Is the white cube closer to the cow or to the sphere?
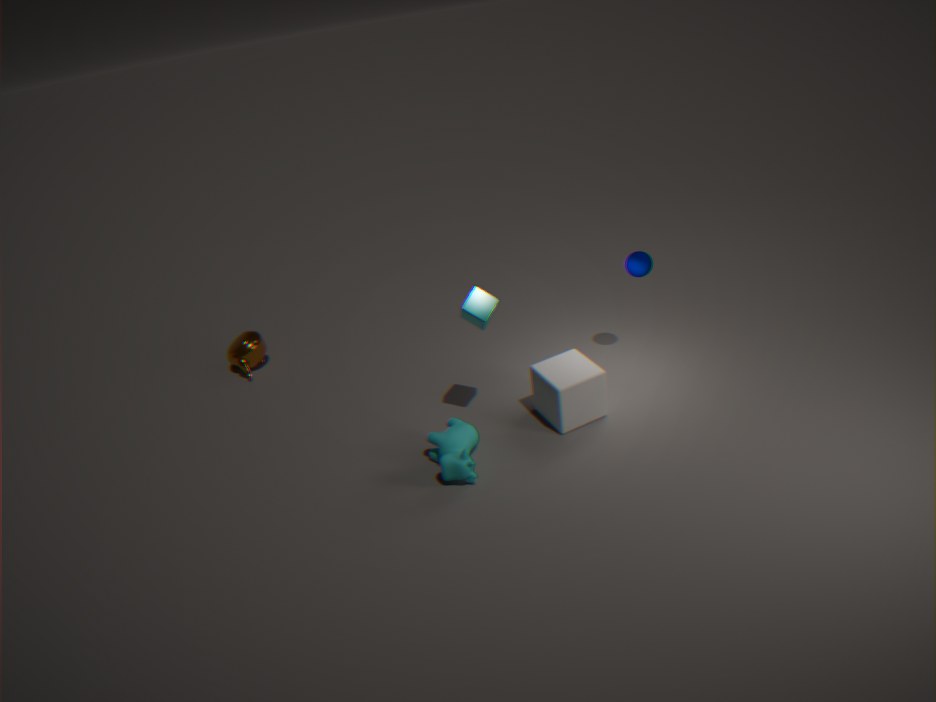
the cow
